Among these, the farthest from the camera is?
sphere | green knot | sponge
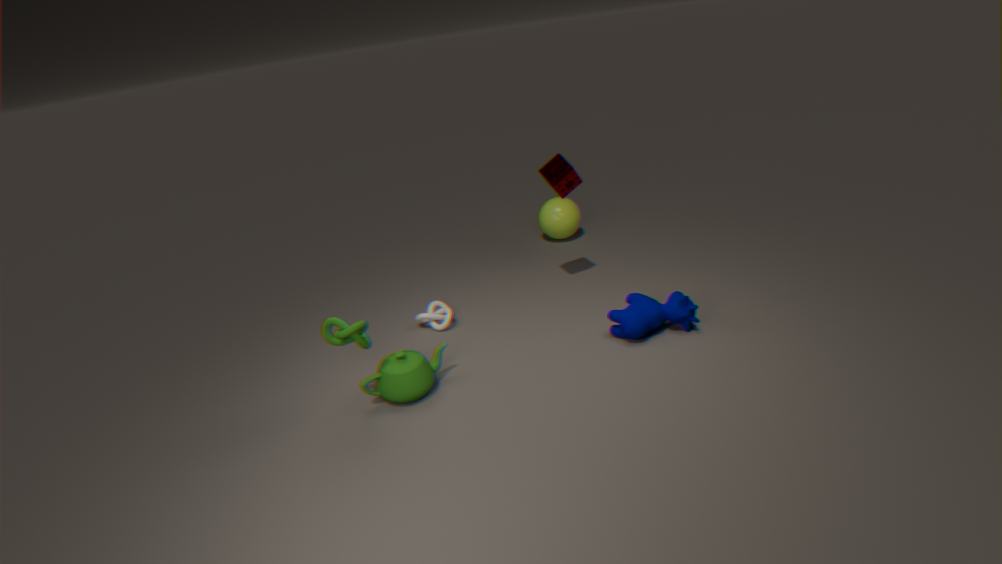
sphere
